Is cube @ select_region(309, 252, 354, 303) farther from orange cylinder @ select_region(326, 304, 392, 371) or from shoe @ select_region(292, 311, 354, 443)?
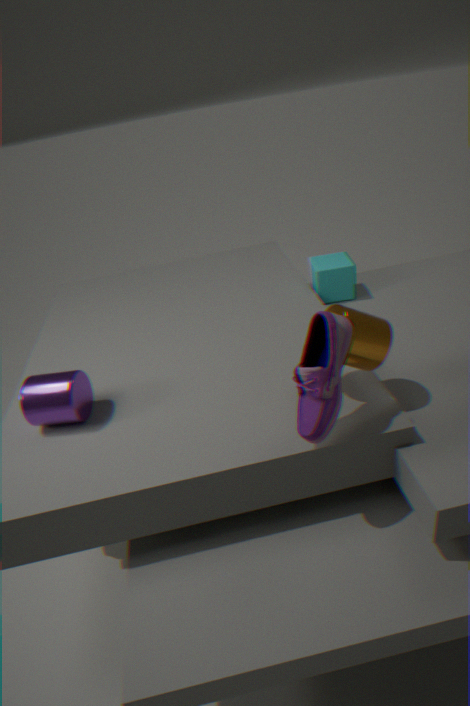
shoe @ select_region(292, 311, 354, 443)
